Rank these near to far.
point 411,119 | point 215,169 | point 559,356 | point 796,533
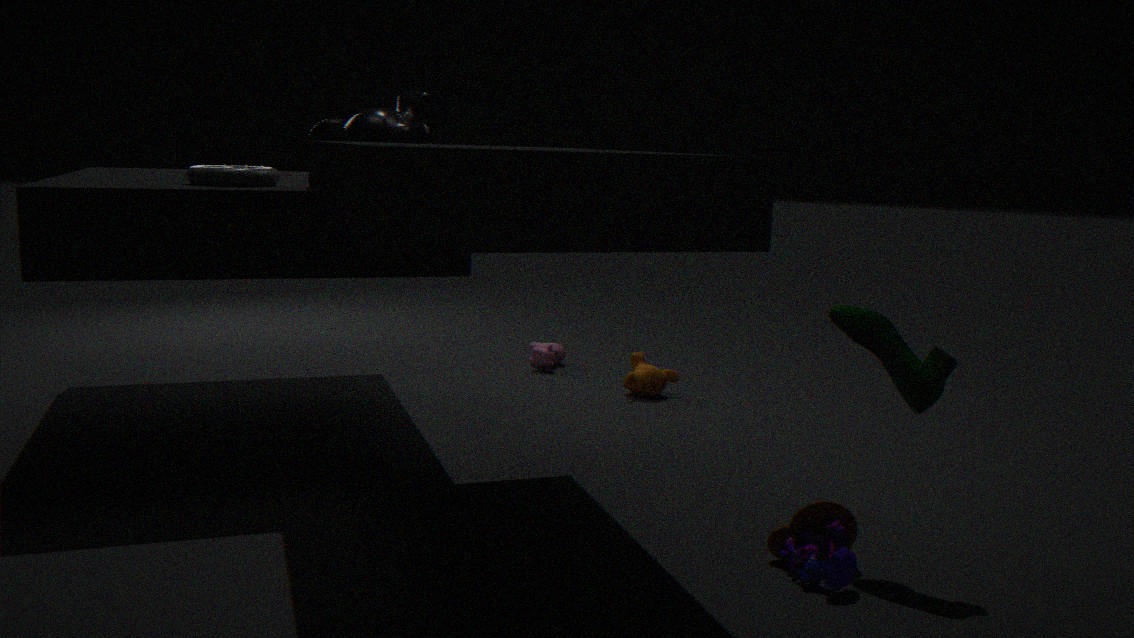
point 796,533
point 215,169
point 411,119
point 559,356
